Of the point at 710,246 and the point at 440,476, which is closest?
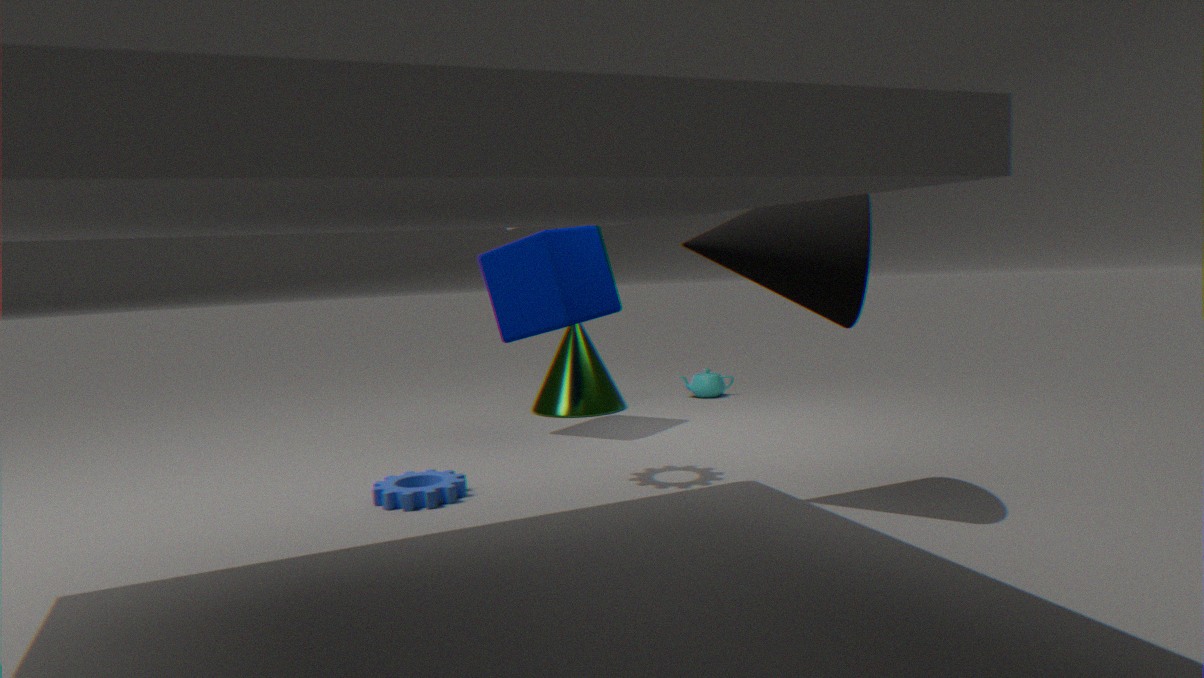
the point at 710,246
